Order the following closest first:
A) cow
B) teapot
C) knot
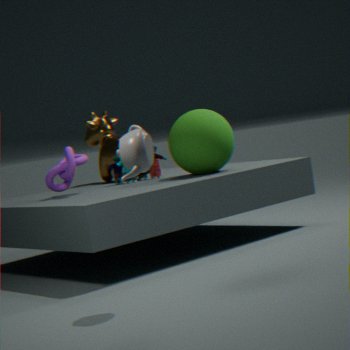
teapot, knot, cow
